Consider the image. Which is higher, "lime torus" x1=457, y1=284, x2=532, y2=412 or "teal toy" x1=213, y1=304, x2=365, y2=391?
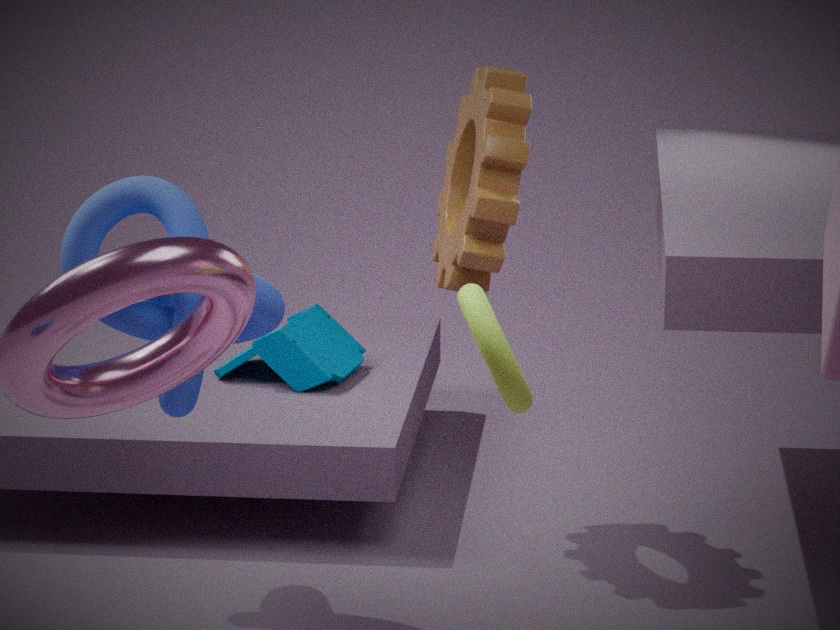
"lime torus" x1=457, y1=284, x2=532, y2=412
